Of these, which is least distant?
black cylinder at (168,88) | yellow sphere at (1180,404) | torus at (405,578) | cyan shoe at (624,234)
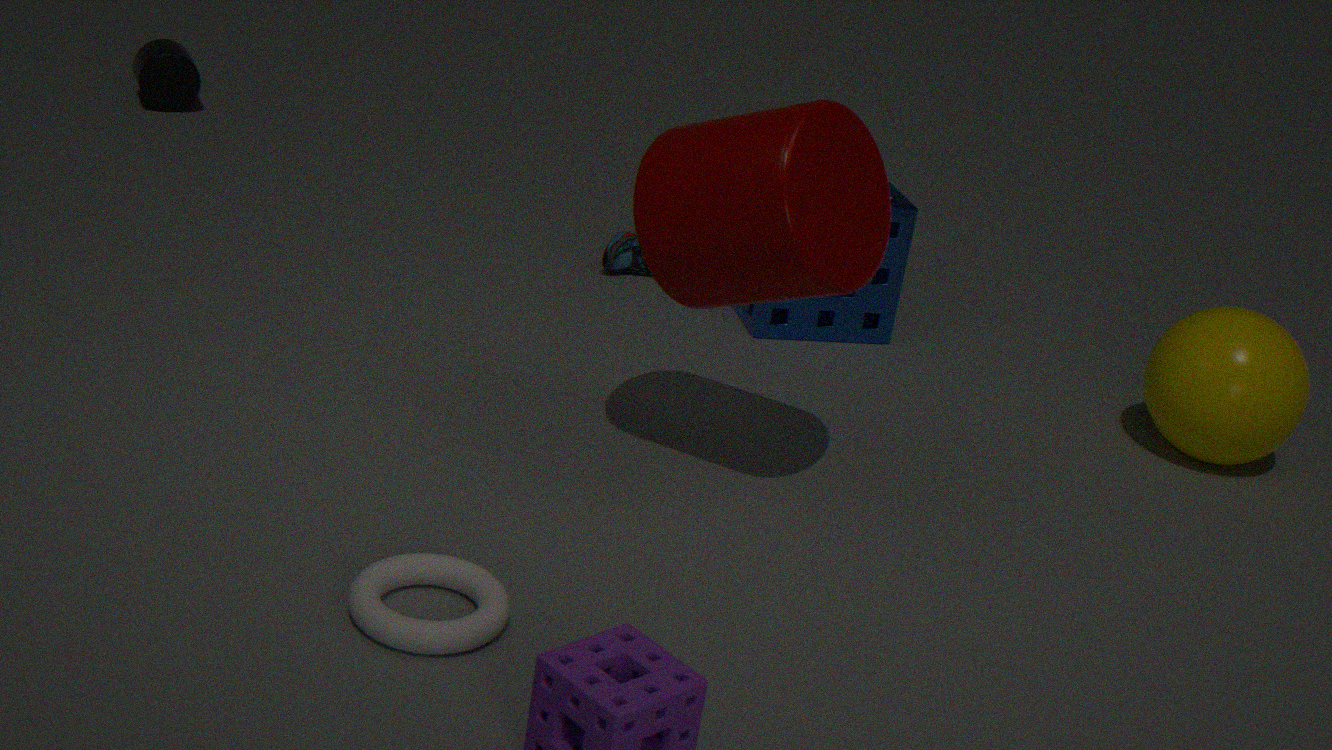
torus at (405,578)
